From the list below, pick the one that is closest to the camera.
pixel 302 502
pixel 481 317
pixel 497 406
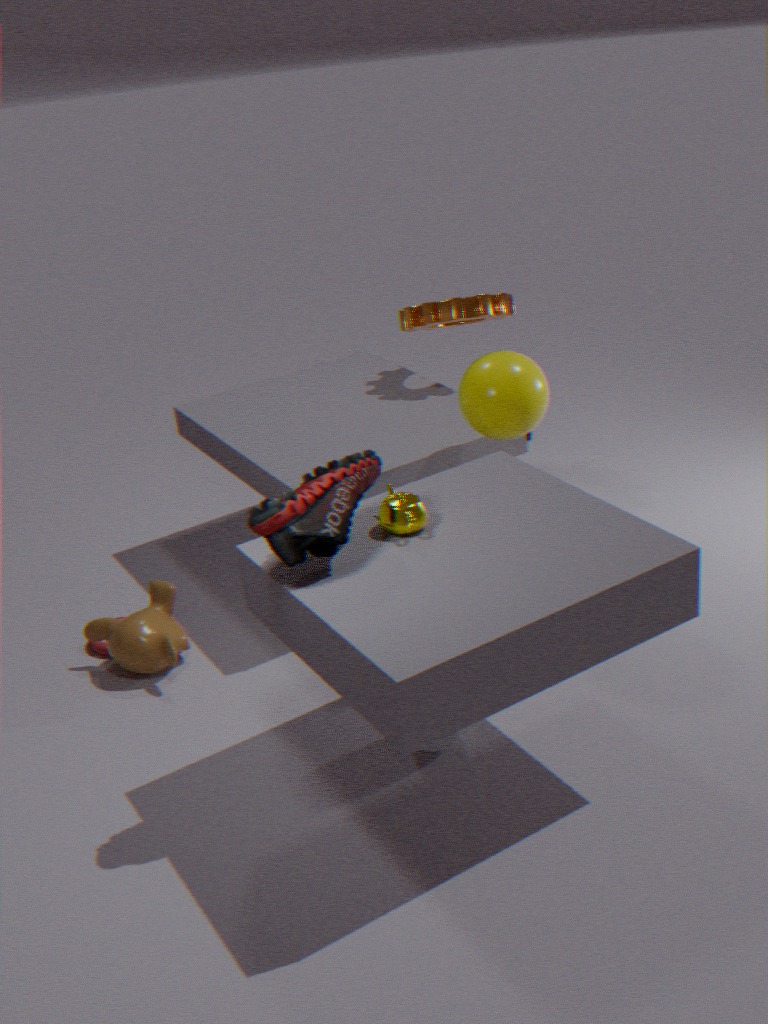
pixel 302 502
